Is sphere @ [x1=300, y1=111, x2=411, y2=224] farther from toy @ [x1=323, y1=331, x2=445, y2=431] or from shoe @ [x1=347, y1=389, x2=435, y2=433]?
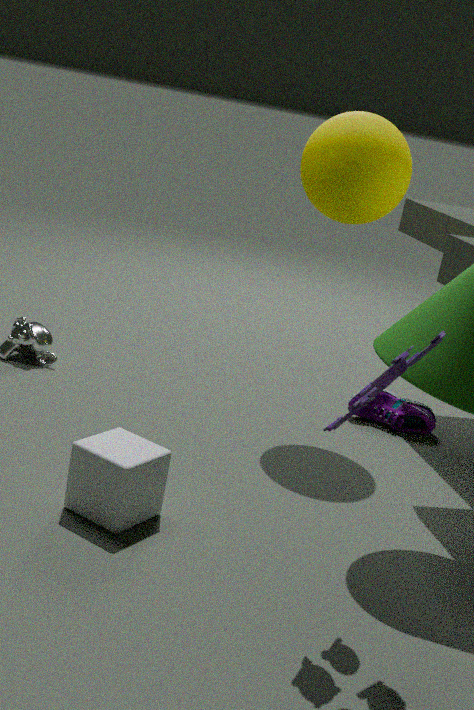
toy @ [x1=323, y1=331, x2=445, y2=431]
